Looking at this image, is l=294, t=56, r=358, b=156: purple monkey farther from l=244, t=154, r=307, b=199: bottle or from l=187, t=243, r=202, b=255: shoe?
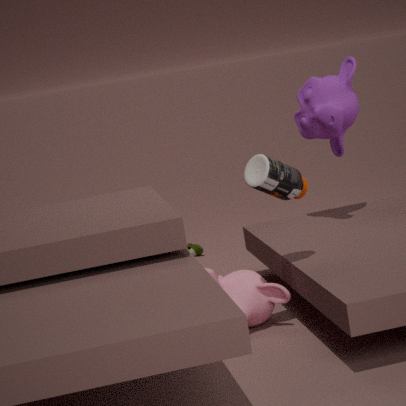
l=187, t=243, r=202, b=255: shoe
